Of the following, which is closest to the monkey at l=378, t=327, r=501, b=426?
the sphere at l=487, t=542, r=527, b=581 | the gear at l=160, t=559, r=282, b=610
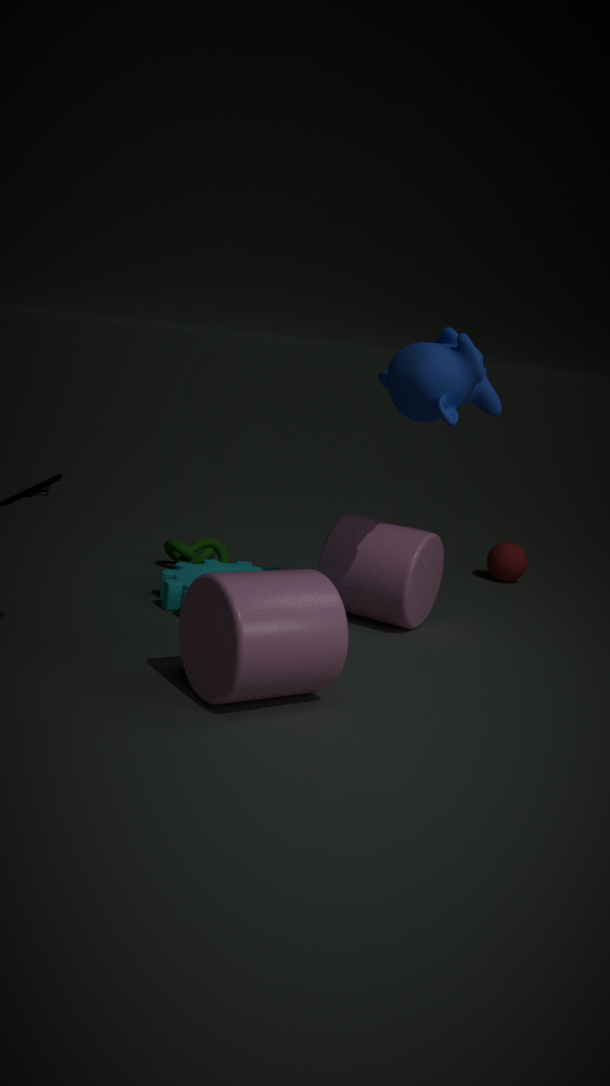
the gear at l=160, t=559, r=282, b=610
